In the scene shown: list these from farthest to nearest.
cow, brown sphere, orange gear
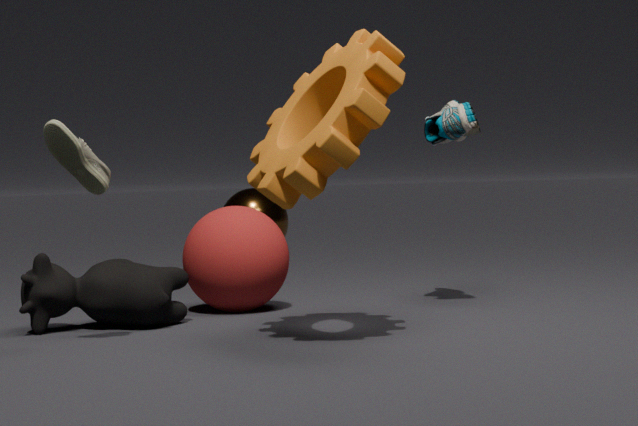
brown sphere
cow
orange gear
